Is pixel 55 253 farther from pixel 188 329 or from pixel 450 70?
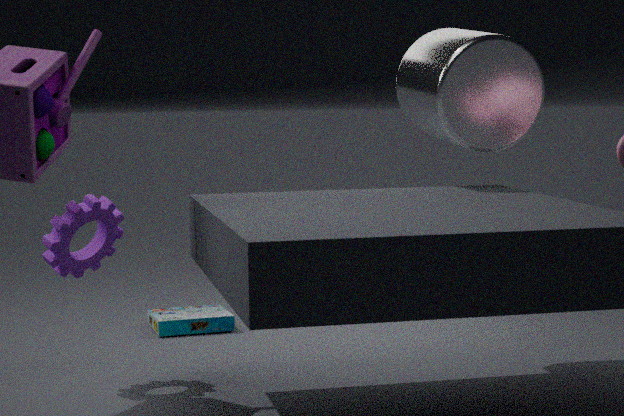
pixel 450 70
